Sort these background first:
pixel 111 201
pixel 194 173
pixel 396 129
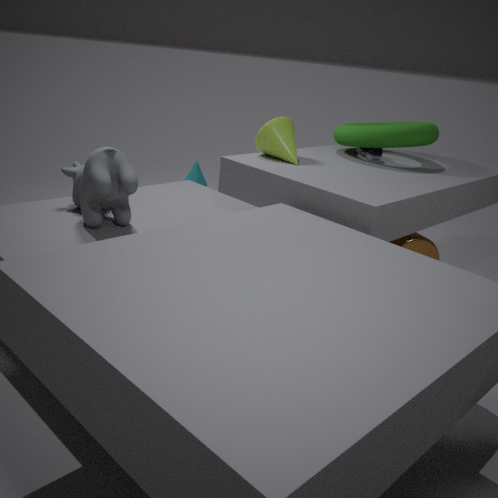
1. pixel 194 173
2. pixel 396 129
3. pixel 111 201
